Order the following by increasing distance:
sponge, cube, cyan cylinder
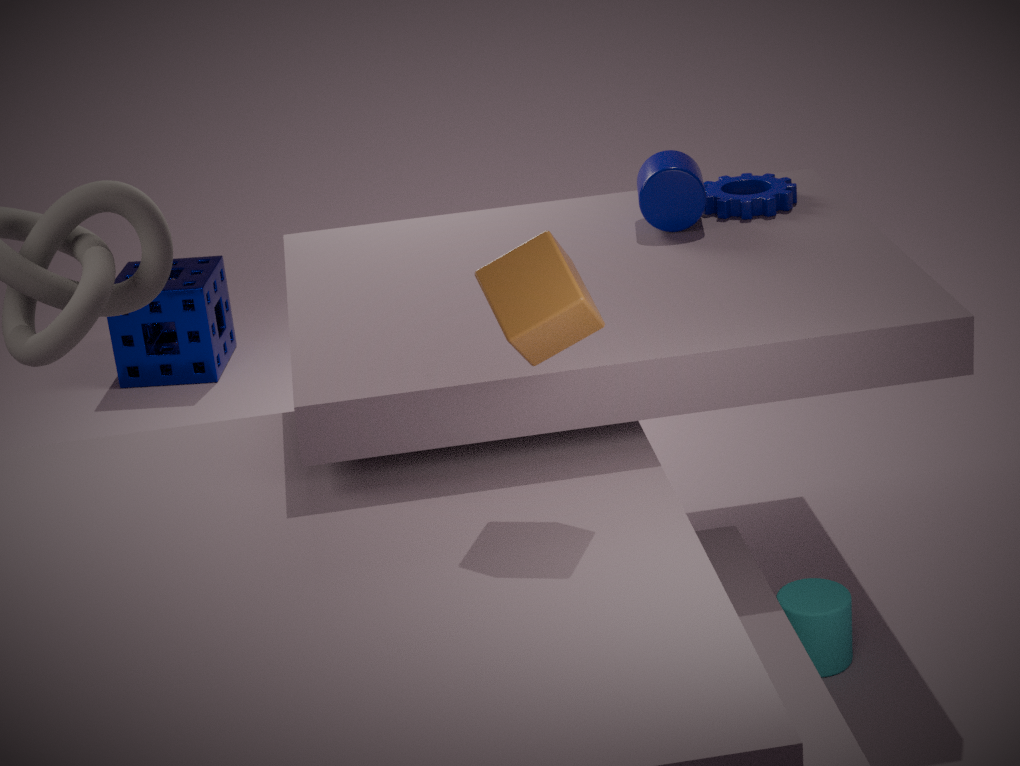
cube < cyan cylinder < sponge
